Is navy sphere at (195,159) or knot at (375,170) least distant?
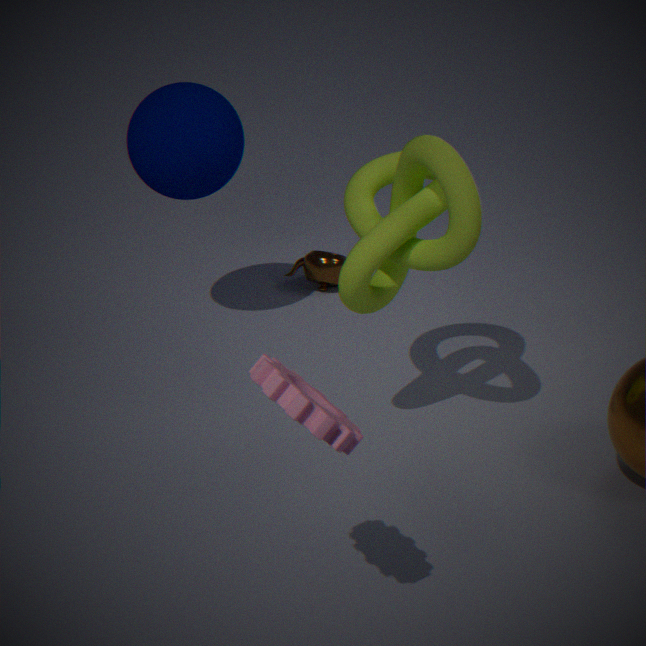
knot at (375,170)
